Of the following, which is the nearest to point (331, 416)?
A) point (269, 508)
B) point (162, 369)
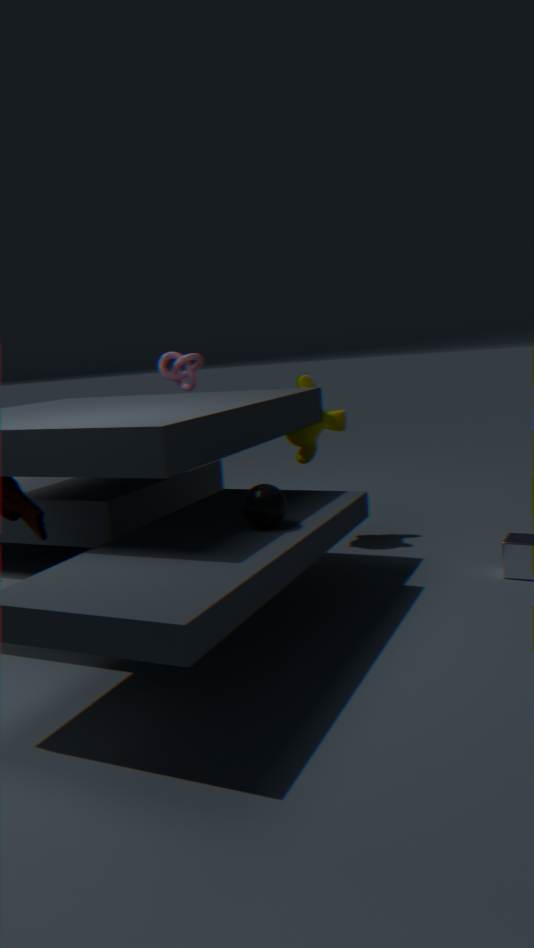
point (162, 369)
